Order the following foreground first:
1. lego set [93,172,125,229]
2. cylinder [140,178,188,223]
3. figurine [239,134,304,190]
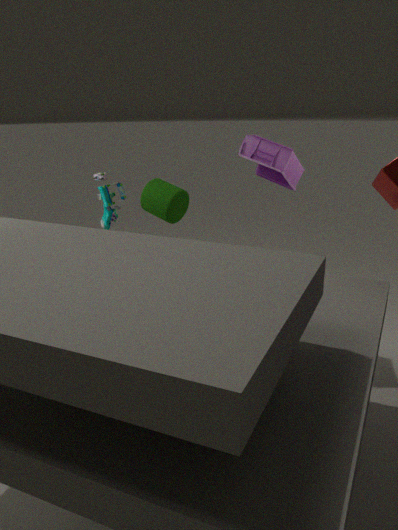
cylinder [140,178,188,223], figurine [239,134,304,190], lego set [93,172,125,229]
